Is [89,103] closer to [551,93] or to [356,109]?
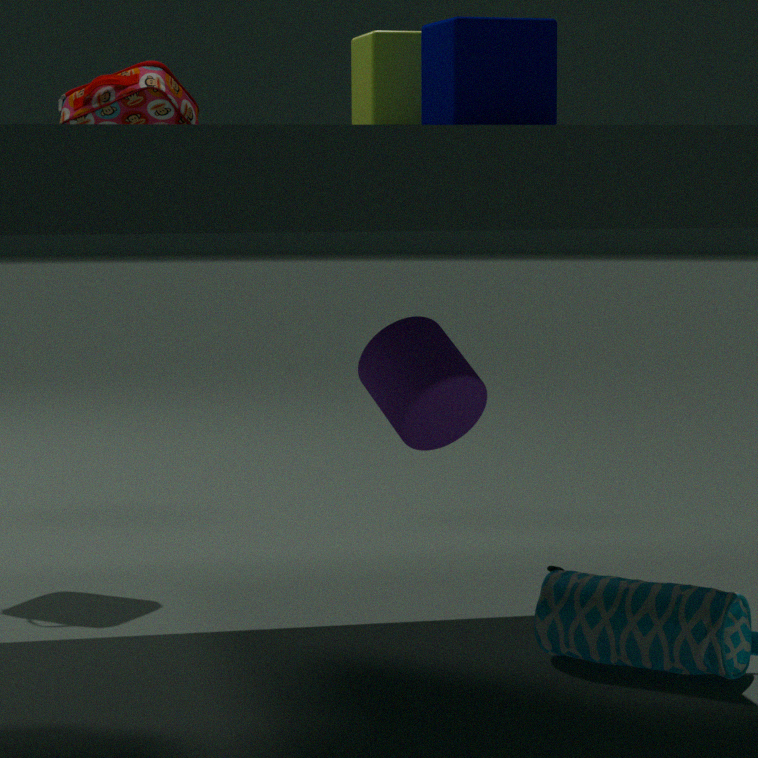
[356,109]
